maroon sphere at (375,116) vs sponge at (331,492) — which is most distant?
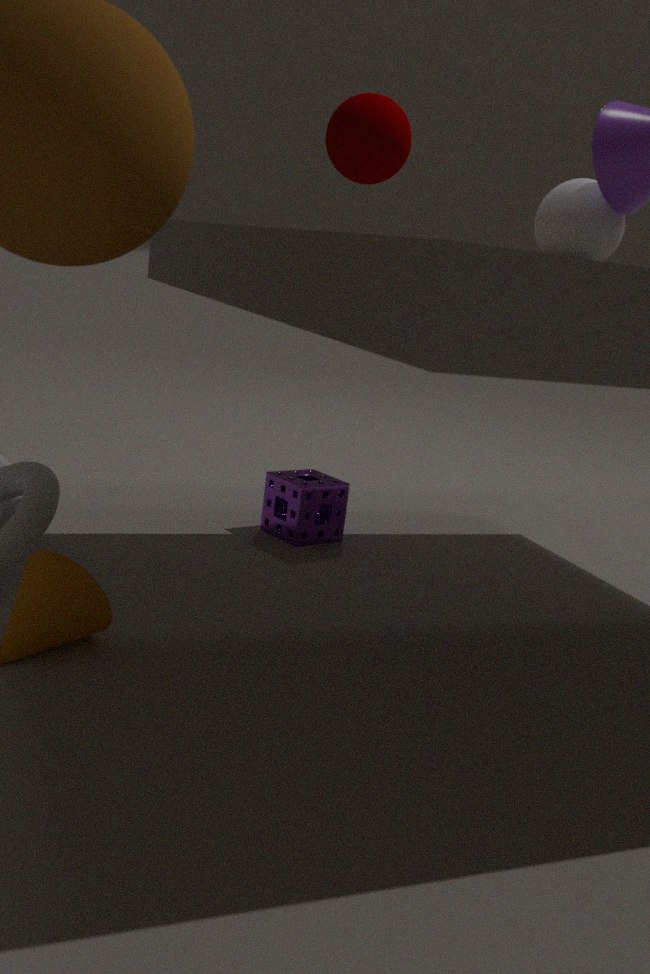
sponge at (331,492)
